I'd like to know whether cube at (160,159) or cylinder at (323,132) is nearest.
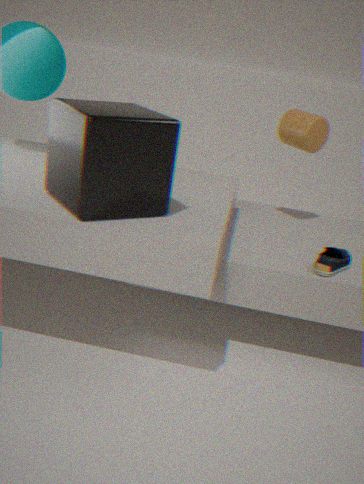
cube at (160,159)
